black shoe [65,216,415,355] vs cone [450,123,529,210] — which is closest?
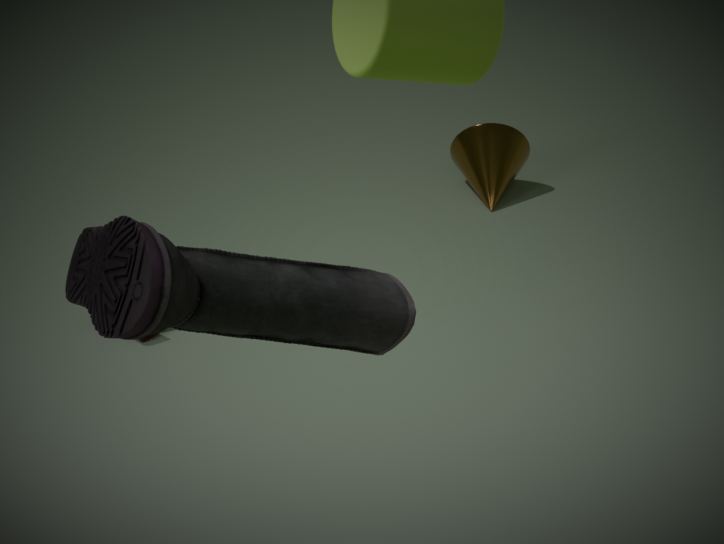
black shoe [65,216,415,355]
